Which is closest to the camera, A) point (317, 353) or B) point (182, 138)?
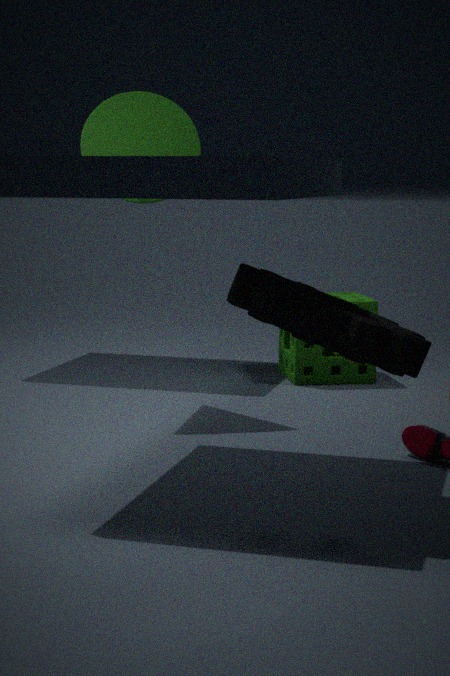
B. point (182, 138)
